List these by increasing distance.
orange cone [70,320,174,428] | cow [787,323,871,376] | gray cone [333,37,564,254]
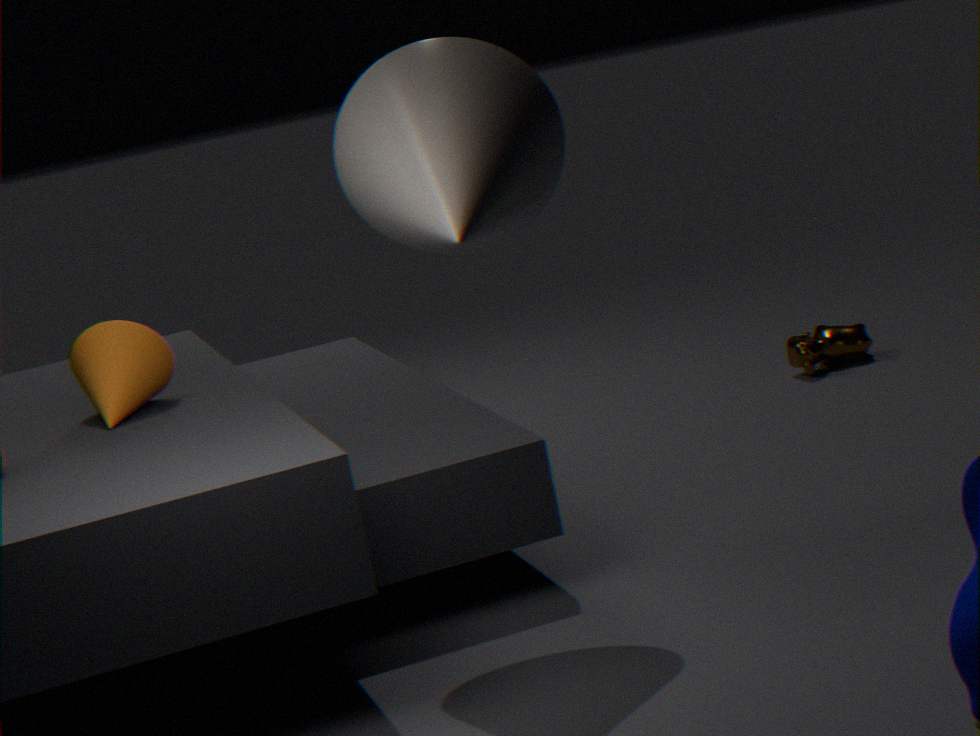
gray cone [333,37,564,254] → orange cone [70,320,174,428] → cow [787,323,871,376]
